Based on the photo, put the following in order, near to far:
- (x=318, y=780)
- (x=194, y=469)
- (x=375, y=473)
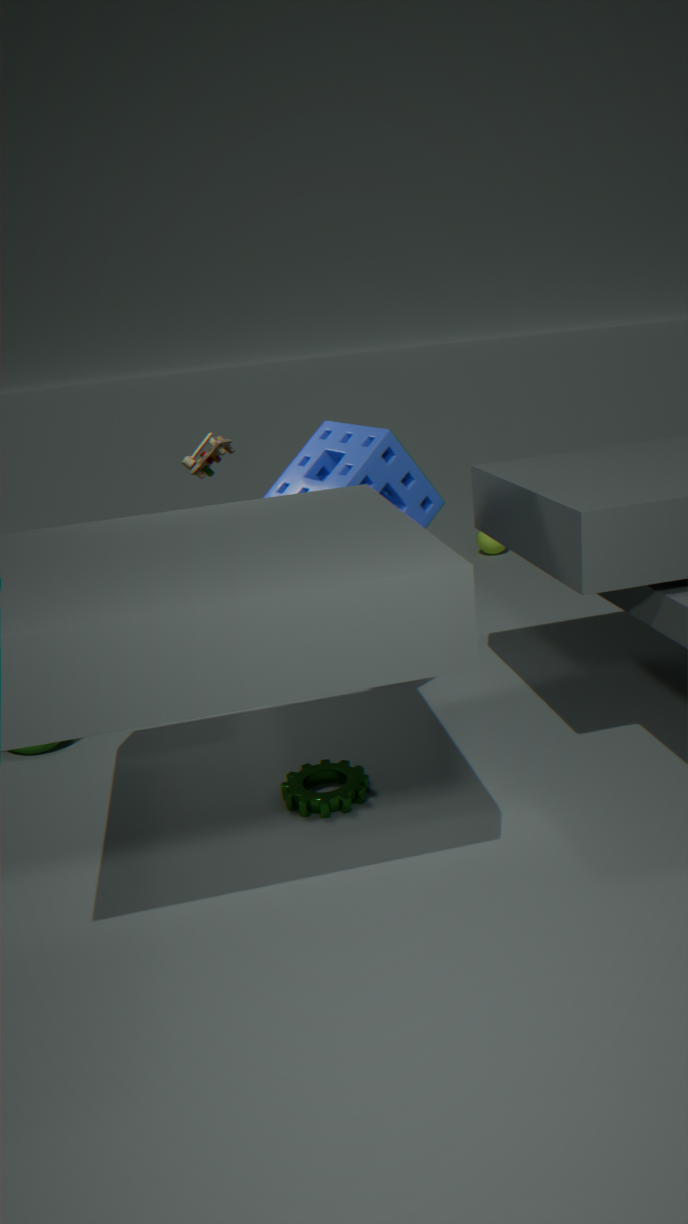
(x=375, y=473), (x=318, y=780), (x=194, y=469)
